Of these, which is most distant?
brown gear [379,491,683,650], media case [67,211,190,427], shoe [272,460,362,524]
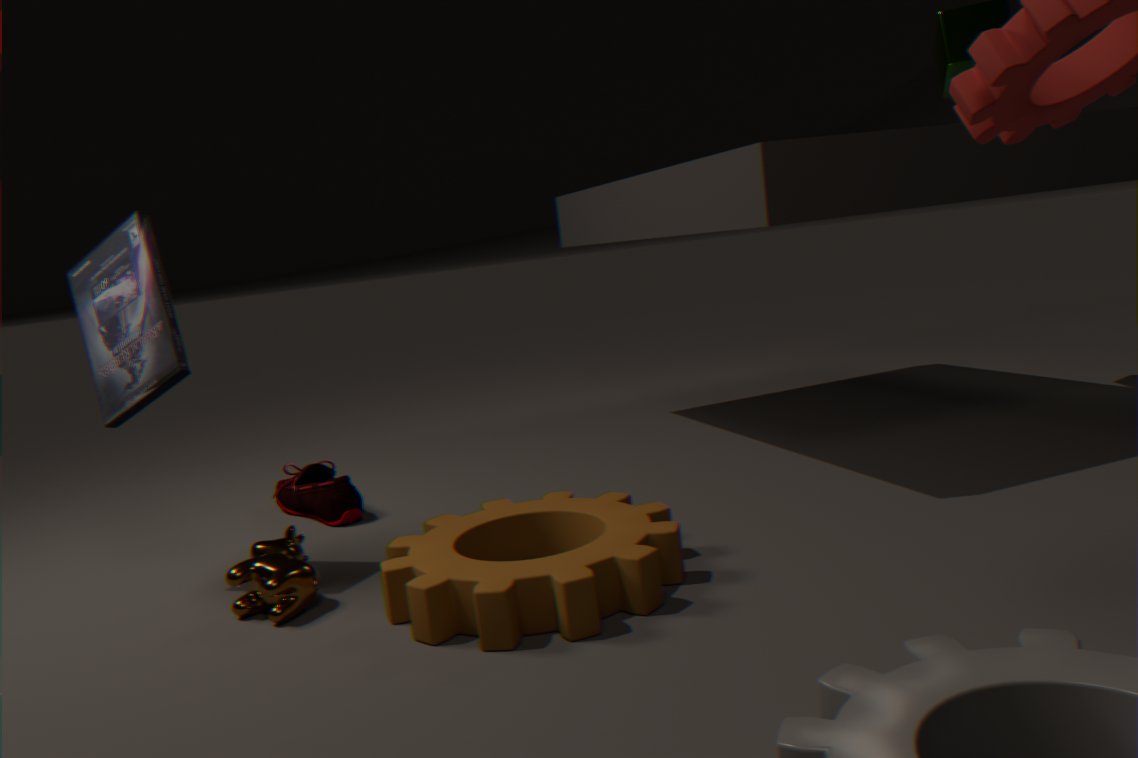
shoe [272,460,362,524]
